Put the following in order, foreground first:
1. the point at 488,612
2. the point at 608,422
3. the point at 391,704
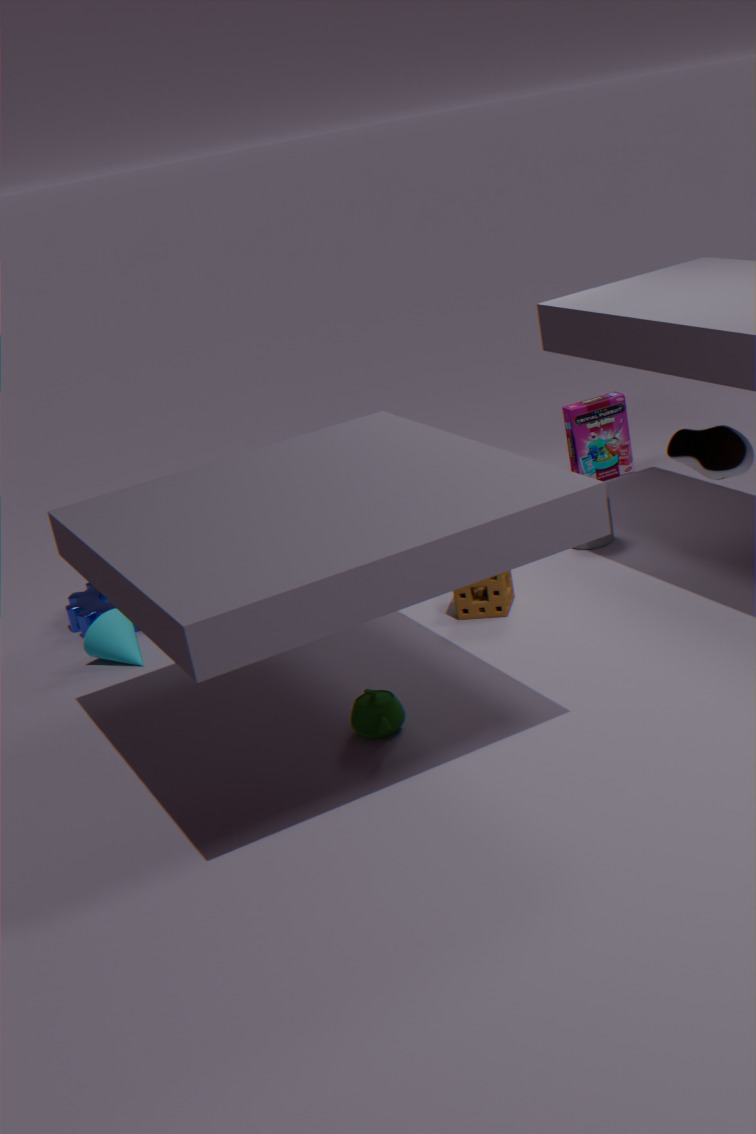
the point at 391,704, the point at 488,612, the point at 608,422
